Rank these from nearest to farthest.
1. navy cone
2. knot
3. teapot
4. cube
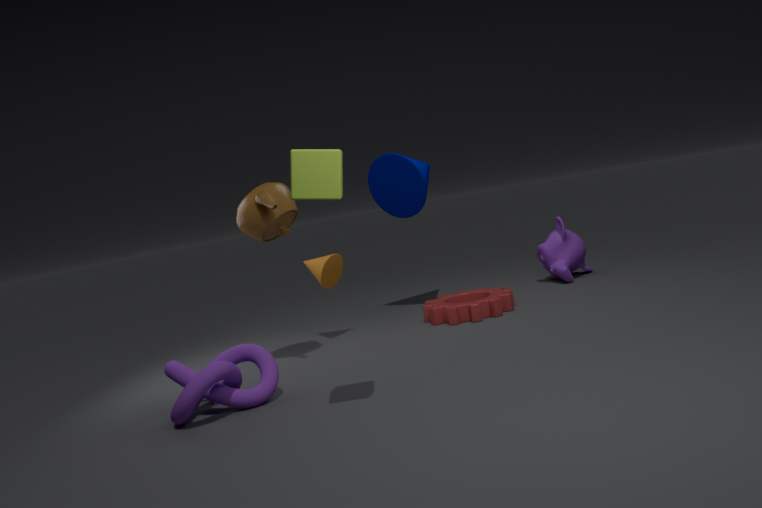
1. cube
2. knot
3. teapot
4. navy cone
